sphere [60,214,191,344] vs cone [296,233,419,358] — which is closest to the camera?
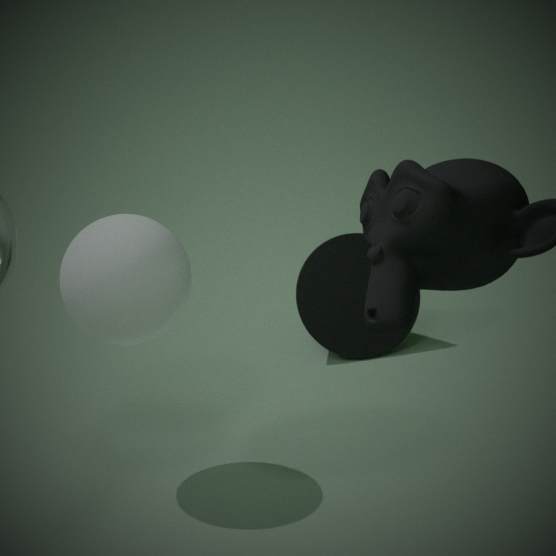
sphere [60,214,191,344]
